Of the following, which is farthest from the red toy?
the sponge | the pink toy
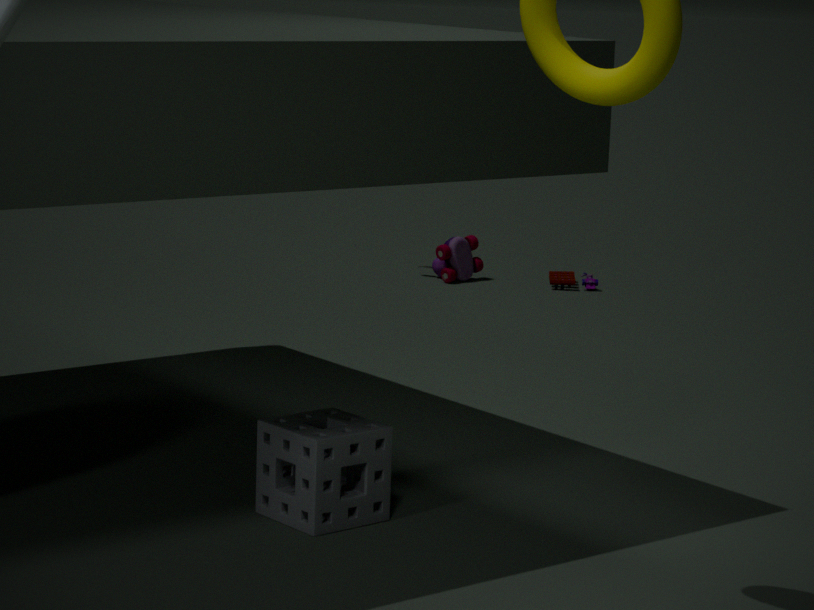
the sponge
